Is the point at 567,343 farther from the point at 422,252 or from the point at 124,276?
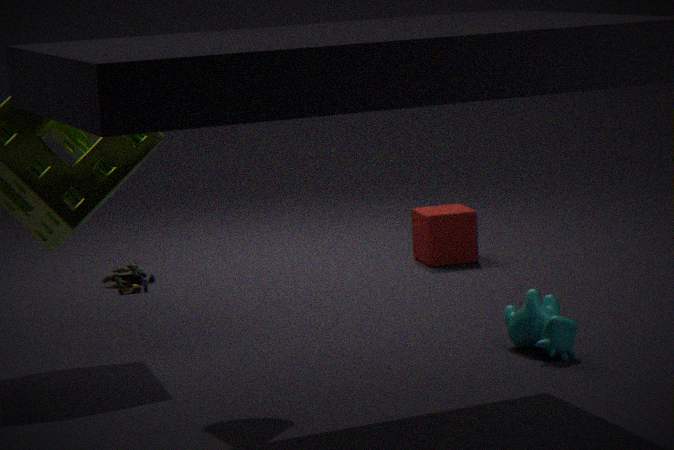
the point at 124,276
